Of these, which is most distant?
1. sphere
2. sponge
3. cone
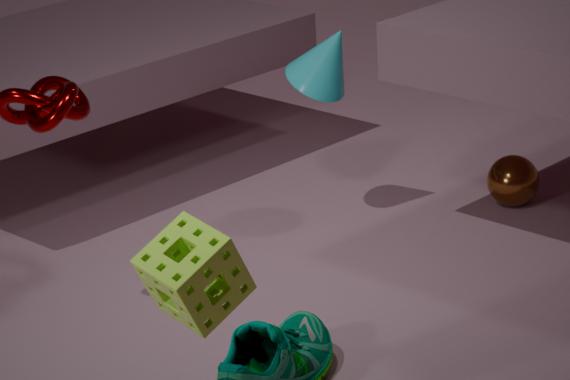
sphere
